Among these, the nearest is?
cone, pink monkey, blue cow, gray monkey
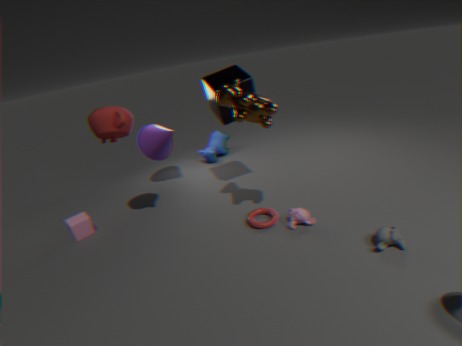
gray monkey
